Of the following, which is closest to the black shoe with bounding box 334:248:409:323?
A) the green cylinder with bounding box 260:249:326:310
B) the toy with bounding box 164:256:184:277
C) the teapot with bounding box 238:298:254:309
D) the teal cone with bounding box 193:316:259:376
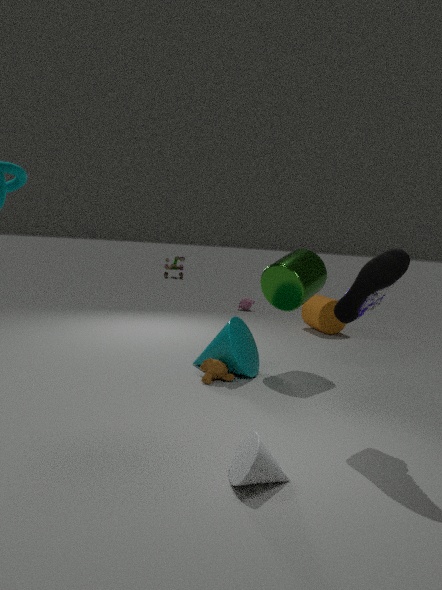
the green cylinder with bounding box 260:249:326:310
